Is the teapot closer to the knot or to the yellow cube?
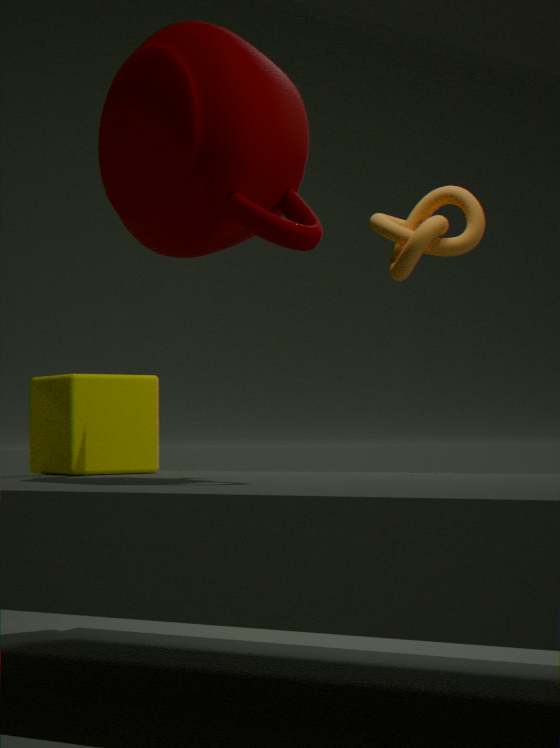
the yellow cube
